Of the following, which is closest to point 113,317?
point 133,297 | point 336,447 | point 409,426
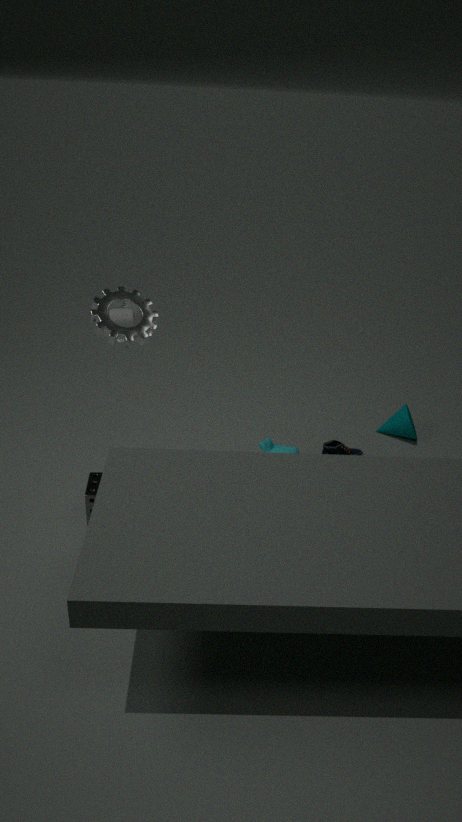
point 336,447
